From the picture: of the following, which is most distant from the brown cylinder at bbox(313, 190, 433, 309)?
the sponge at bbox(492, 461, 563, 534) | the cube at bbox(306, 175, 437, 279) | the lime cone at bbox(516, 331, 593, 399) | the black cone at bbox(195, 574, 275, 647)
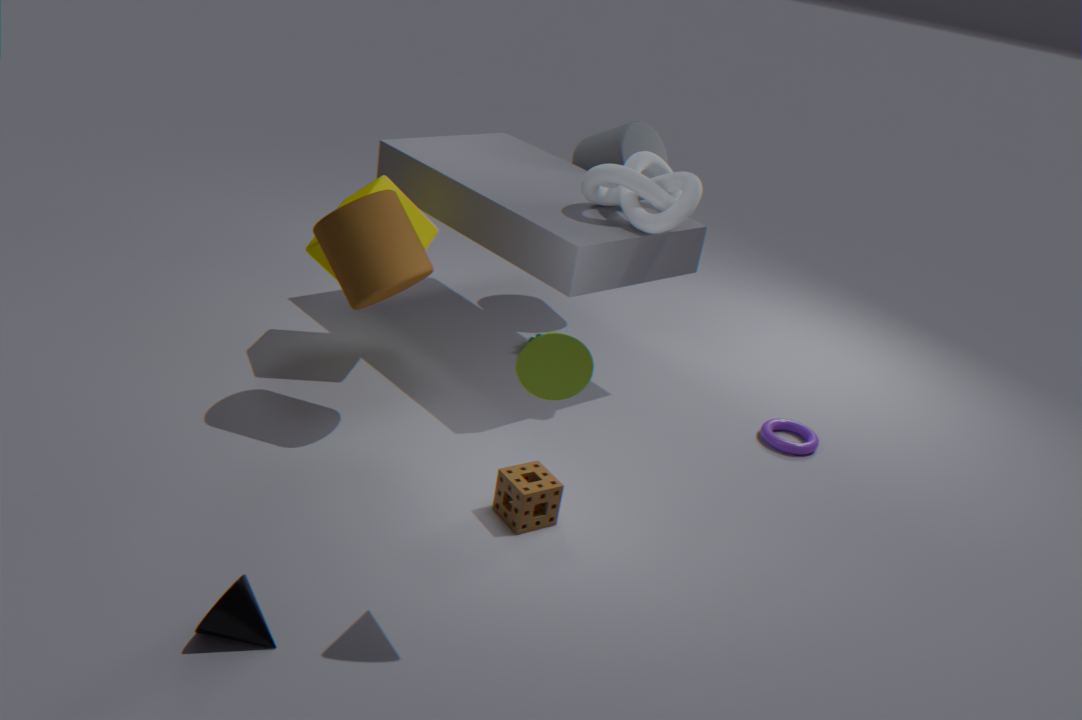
the black cone at bbox(195, 574, 275, 647)
